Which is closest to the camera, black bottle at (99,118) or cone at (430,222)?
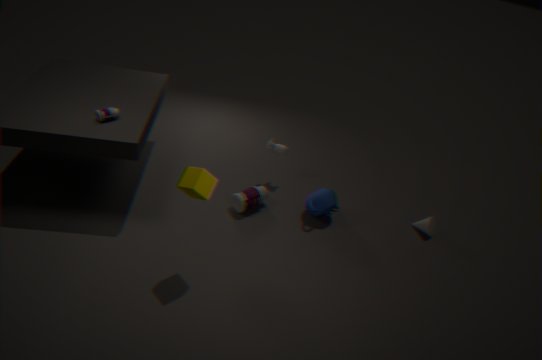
black bottle at (99,118)
